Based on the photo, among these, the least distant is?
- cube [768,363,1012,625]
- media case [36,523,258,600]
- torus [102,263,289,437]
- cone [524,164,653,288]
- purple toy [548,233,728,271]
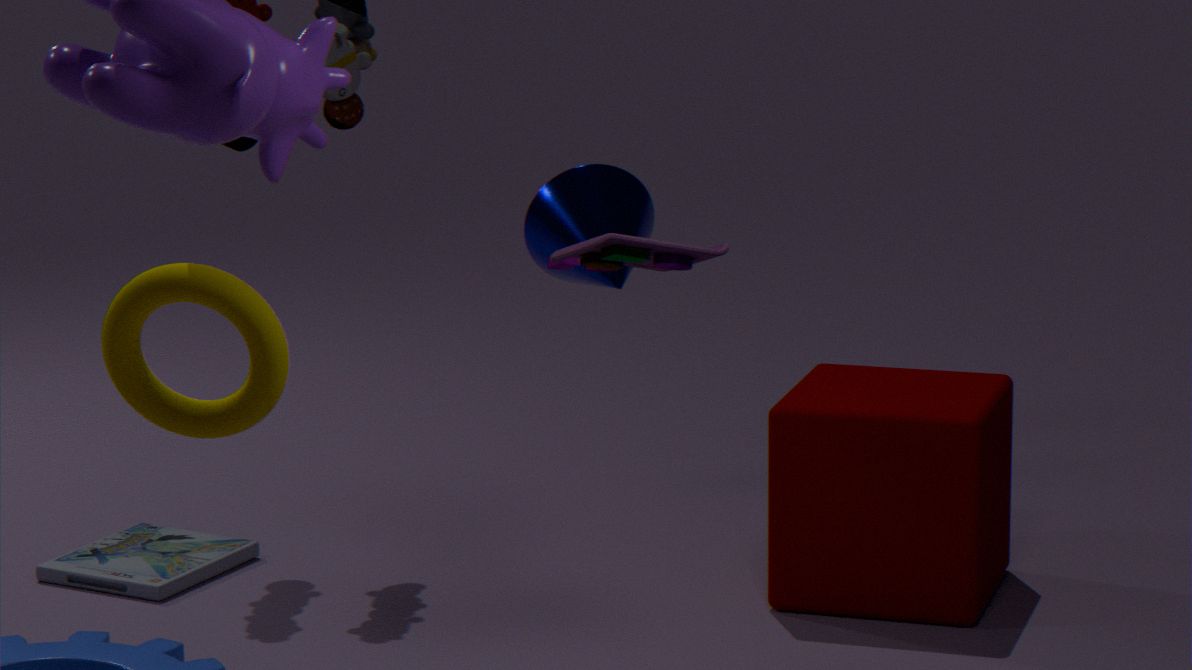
torus [102,263,289,437]
